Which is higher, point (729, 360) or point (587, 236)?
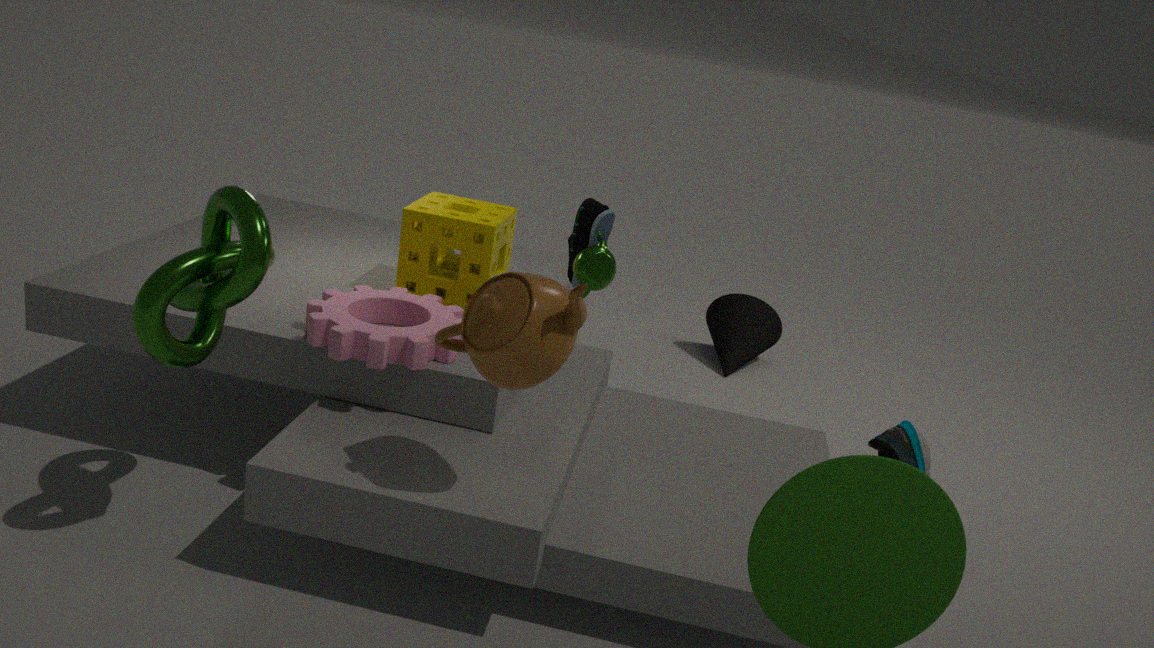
point (587, 236)
